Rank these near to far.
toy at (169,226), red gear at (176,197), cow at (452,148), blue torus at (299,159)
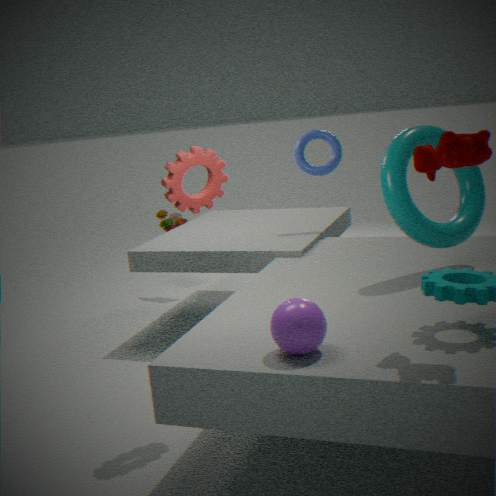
cow at (452,148), red gear at (176,197), blue torus at (299,159), toy at (169,226)
